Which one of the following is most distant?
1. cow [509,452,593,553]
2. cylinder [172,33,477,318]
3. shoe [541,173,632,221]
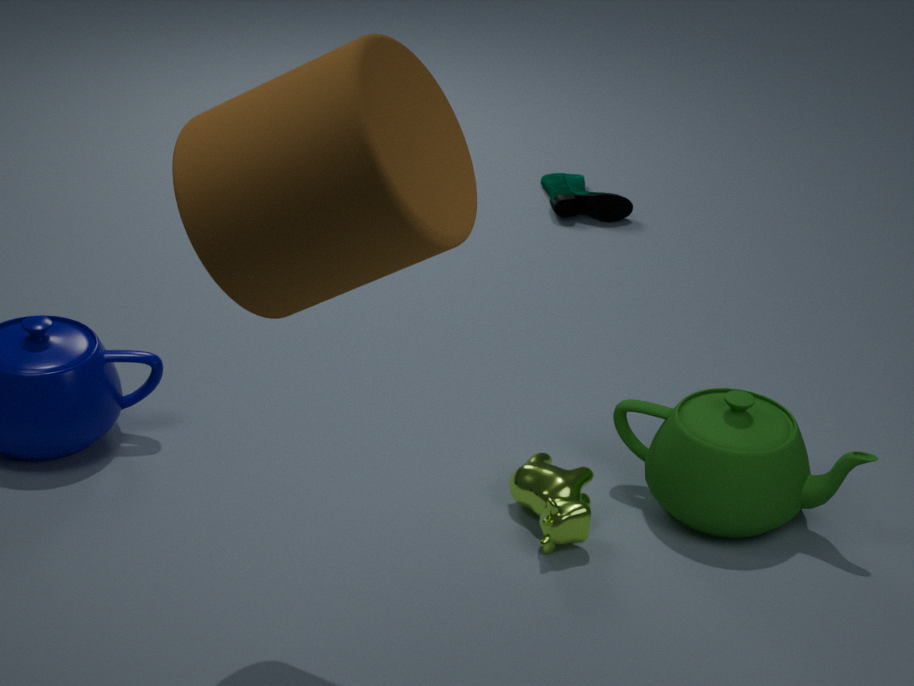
shoe [541,173,632,221]
